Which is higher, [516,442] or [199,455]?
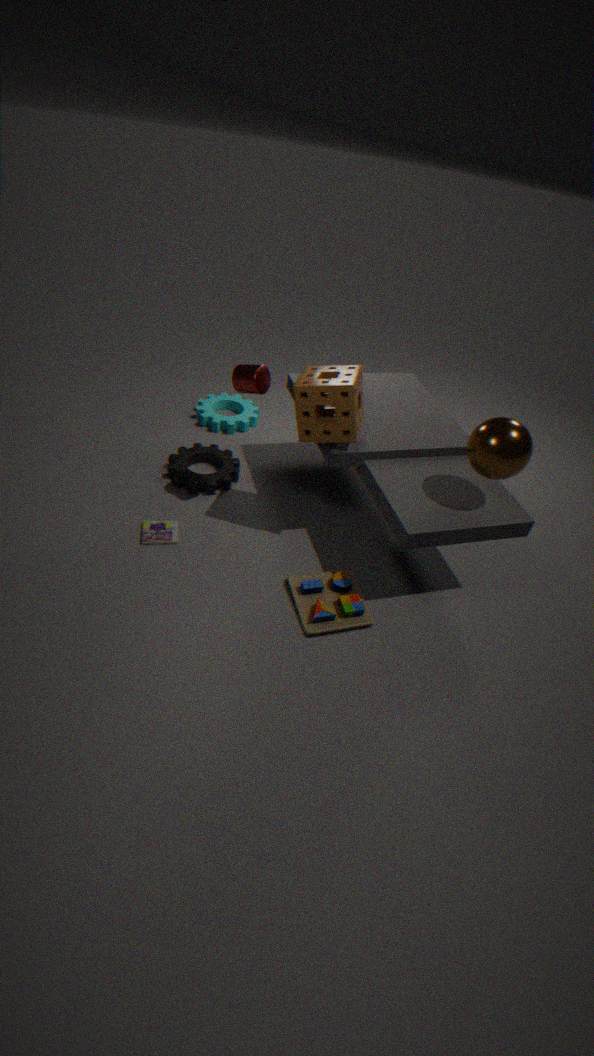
[516,442]
